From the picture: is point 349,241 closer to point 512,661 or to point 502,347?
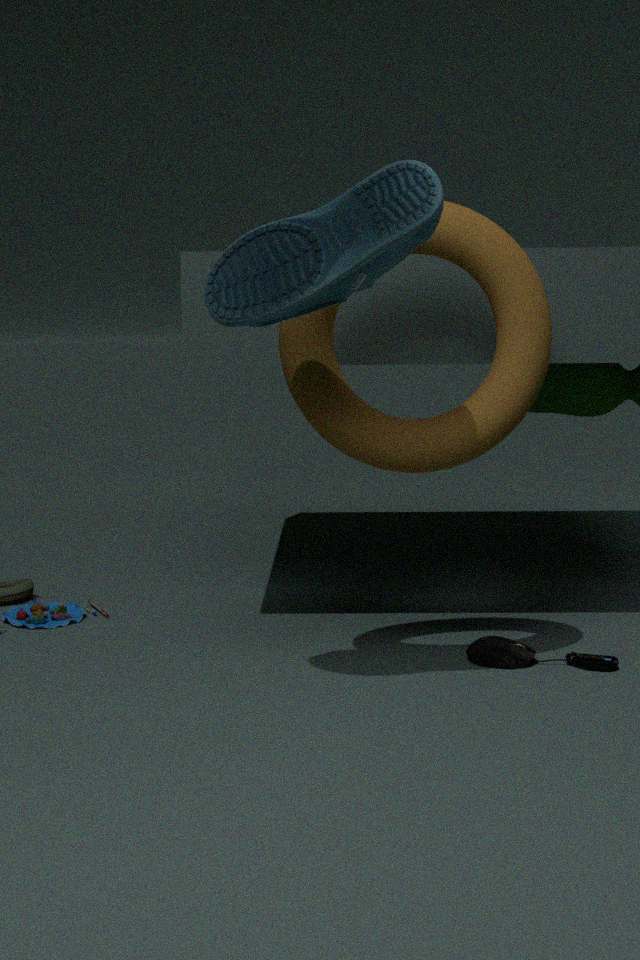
point 502,347
